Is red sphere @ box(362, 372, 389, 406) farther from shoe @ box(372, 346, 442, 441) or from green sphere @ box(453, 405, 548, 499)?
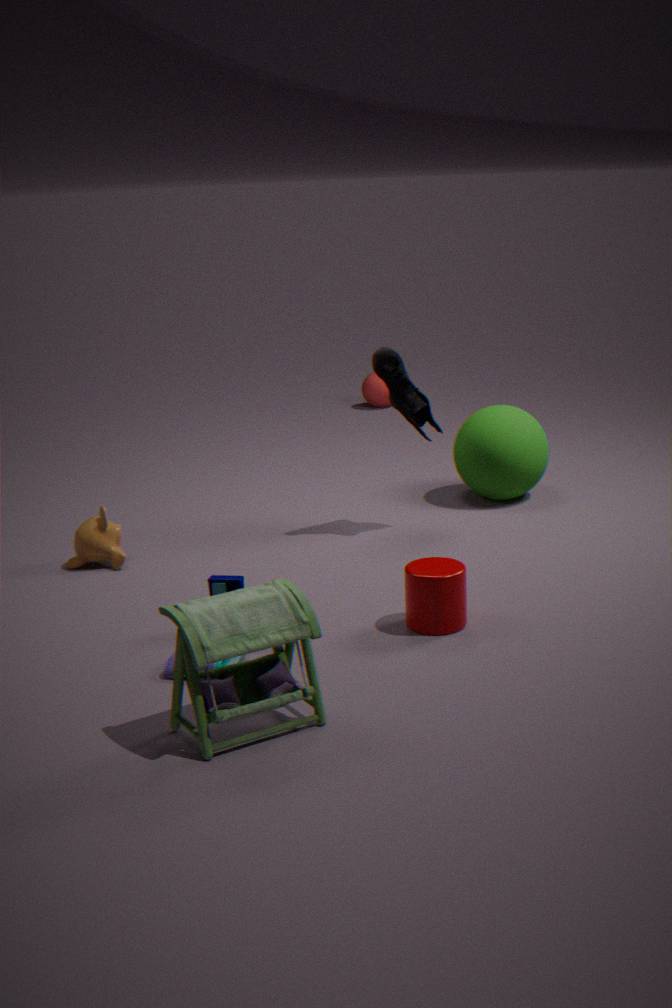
shoe @ box(372, 346, 442, 441)
